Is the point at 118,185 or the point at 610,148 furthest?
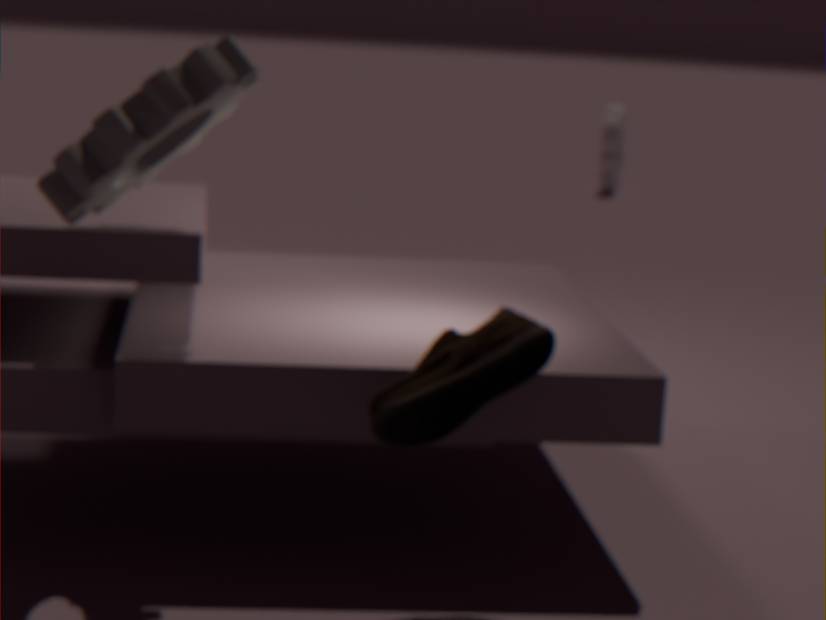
the point at 610,148
